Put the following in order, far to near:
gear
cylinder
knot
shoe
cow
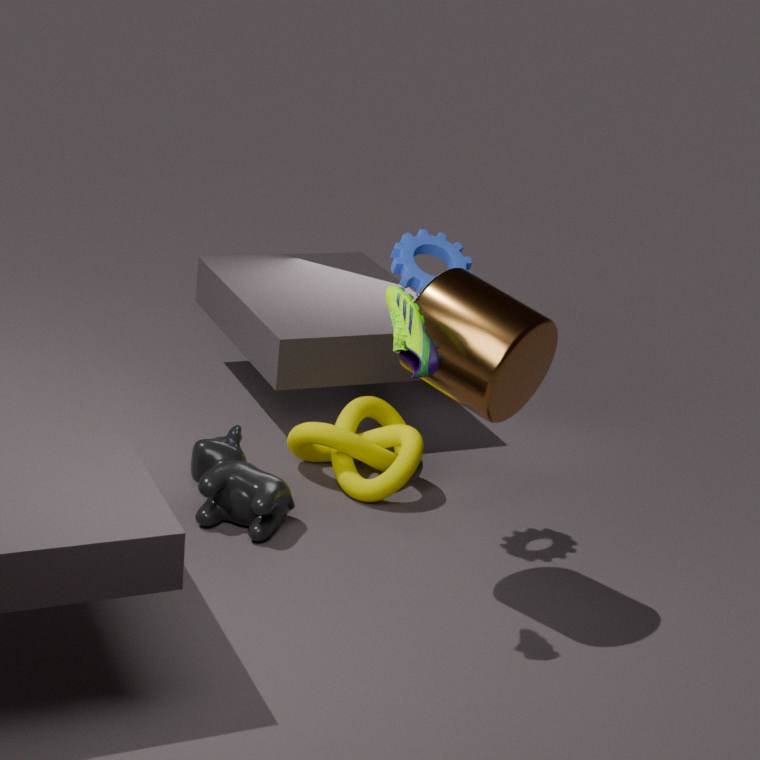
knot < cow < gear < cylinder < shoe
